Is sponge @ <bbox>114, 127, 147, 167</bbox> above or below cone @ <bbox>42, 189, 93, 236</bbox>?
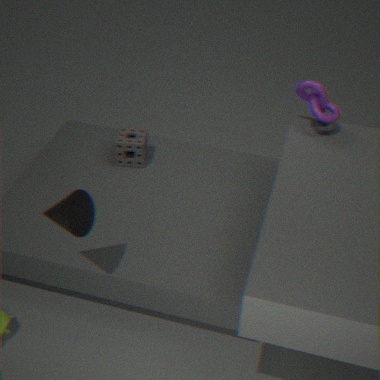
below
